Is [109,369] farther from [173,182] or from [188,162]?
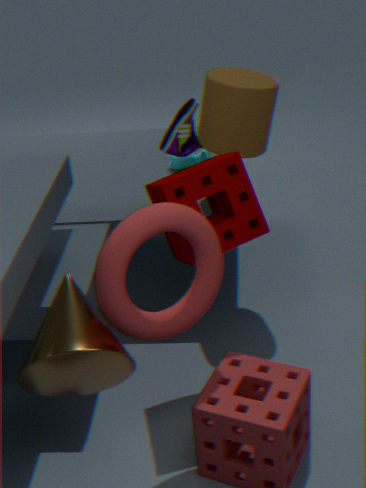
[188,162]
